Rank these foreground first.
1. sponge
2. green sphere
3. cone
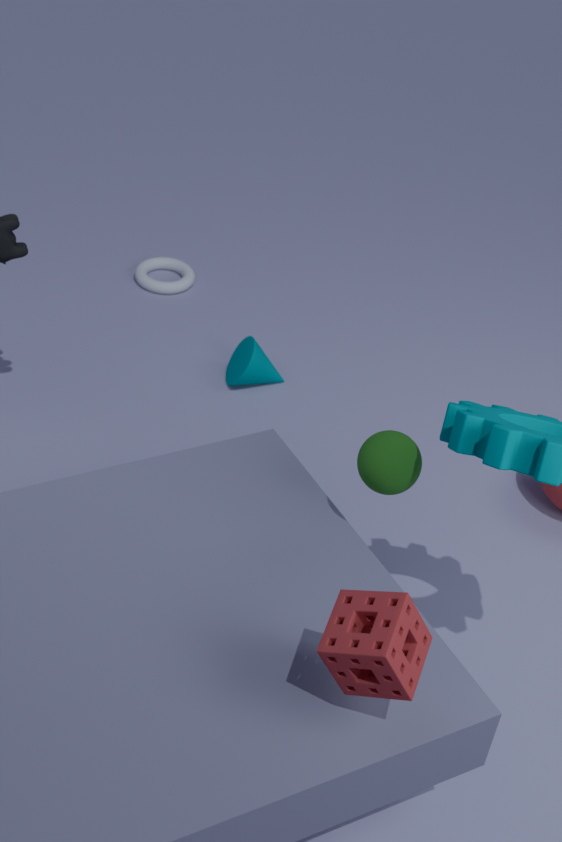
sponge
green sphere
cone
